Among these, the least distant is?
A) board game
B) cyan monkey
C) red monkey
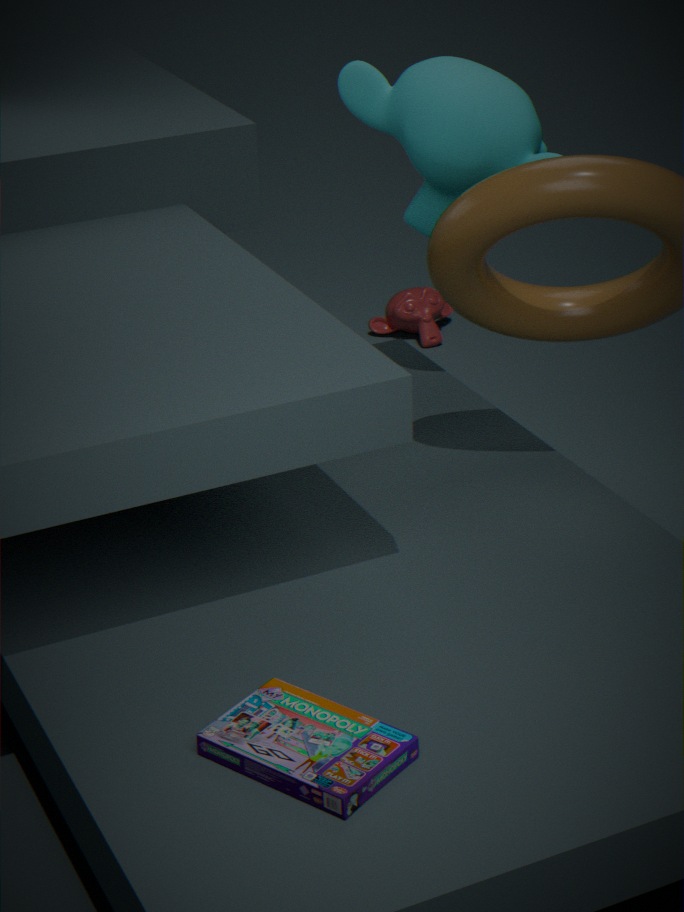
board game
